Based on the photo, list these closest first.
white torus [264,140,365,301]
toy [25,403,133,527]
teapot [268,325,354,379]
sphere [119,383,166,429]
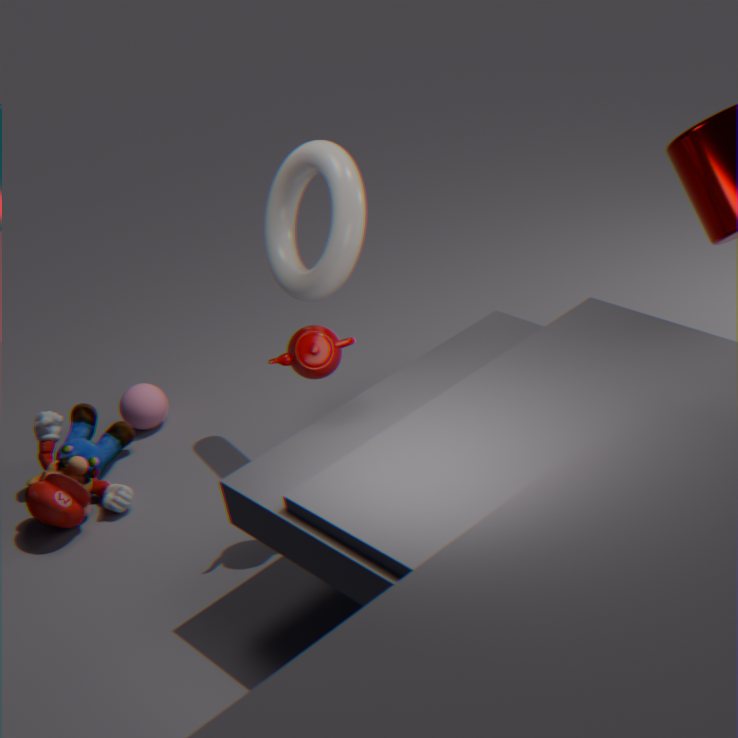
teapot [268,325,354,379] → white torus [264,140,365,301] → toy [25,403,133,527] → sphere [119,383,166,429]
